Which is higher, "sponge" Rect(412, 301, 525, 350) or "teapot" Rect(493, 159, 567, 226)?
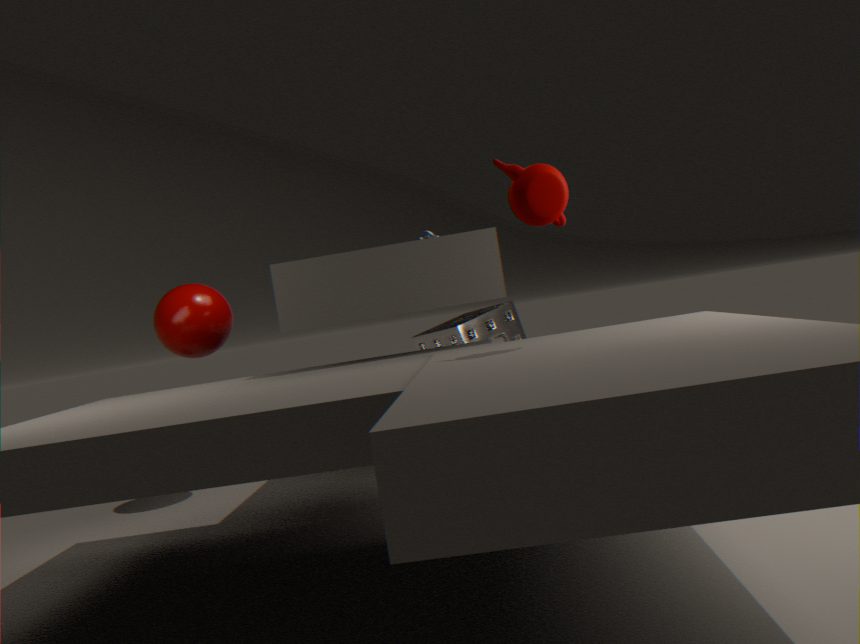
"teapot" Rect(493, 159, 567, 226)
